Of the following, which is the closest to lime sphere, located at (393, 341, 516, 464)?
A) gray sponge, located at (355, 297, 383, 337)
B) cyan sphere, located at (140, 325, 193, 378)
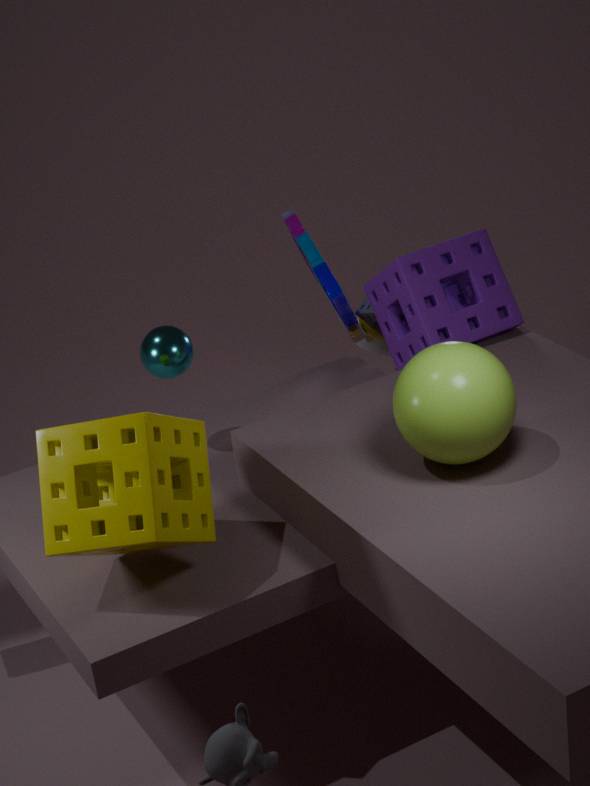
cyan sphere, located at (140, 325, 193, 378)
